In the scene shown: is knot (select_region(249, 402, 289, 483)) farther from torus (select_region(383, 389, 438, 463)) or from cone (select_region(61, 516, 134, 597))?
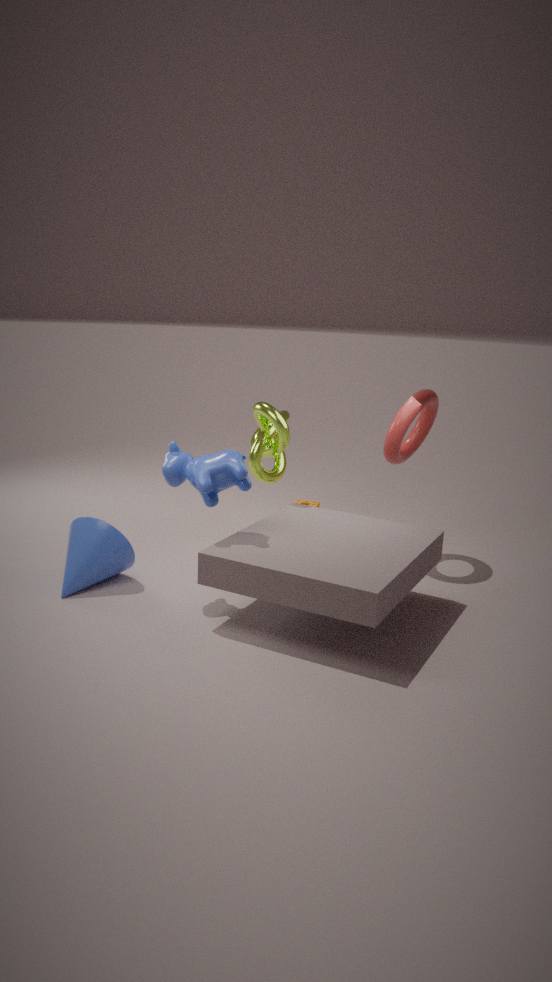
cone (select_region(61, 516, 134, 597))
